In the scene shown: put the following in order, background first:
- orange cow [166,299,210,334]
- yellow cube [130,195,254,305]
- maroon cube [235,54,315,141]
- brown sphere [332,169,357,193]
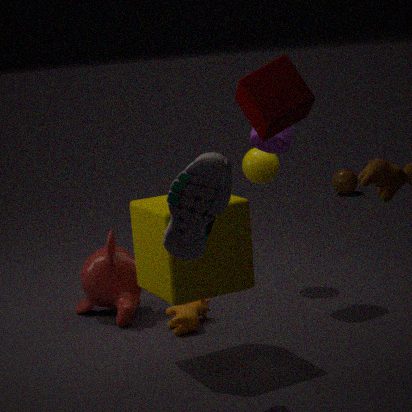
brown sphere [332,169,357,193]
orange cow [166,299,210,334]
yellow cube [130,195,254,305]
maroon cube [235,54,315,141]
